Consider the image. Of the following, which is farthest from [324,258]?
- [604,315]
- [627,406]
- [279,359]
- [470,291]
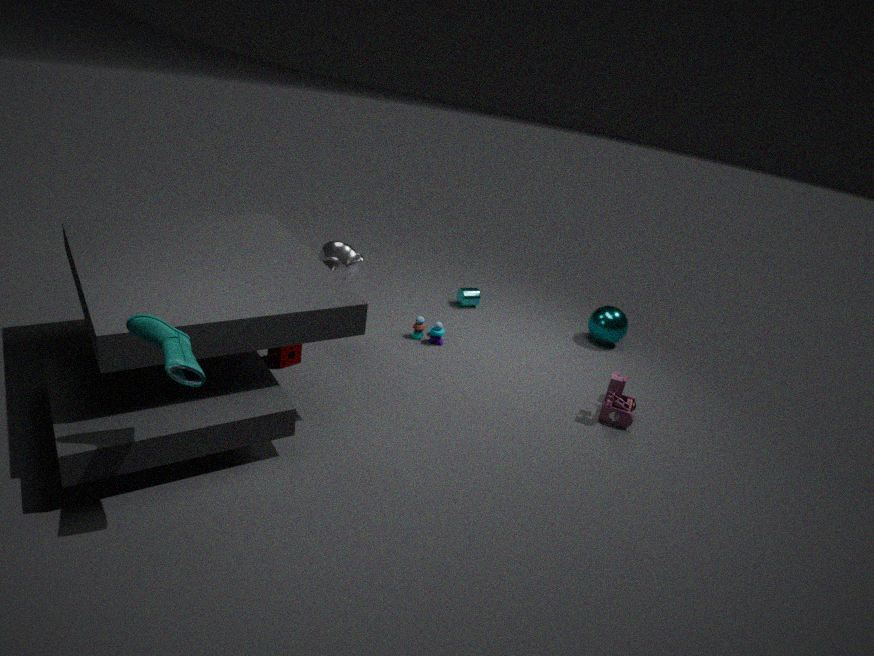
[604,315]
